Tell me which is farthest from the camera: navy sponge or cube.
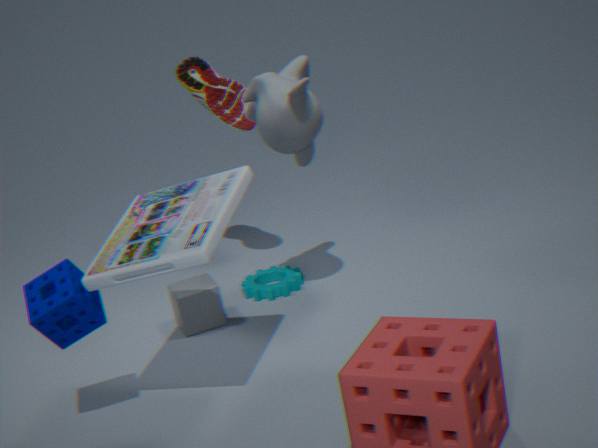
cube
